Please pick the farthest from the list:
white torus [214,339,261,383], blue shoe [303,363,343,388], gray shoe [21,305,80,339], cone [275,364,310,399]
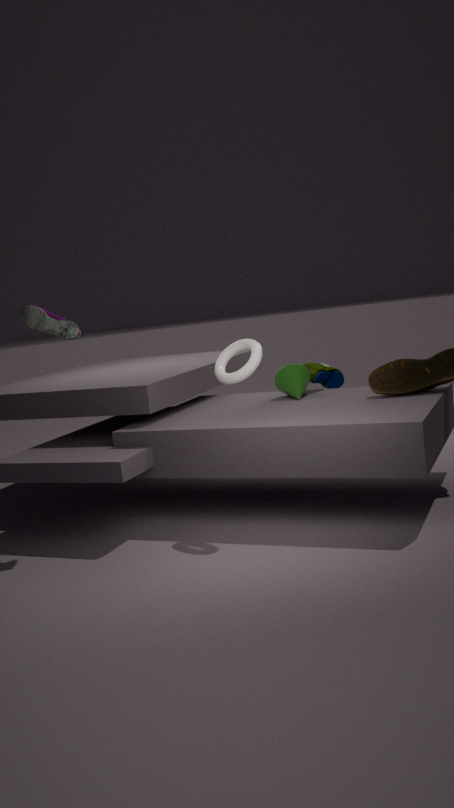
blue shoe [303,363,343,388]
